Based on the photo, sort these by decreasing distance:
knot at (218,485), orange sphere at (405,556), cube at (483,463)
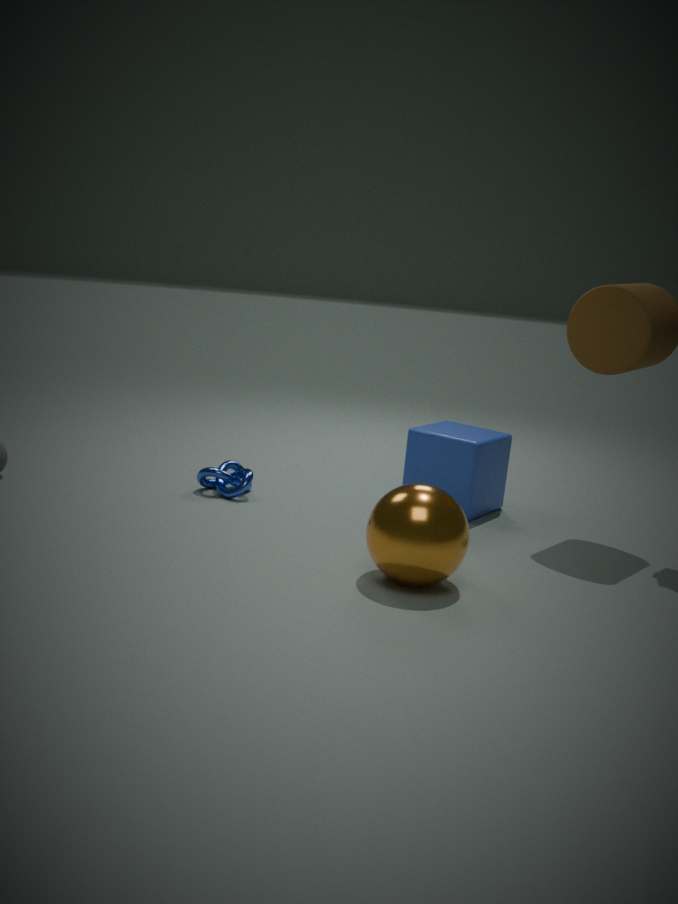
knot at (218,485)
cube at (483,463)
orange sphere at (405,556)
